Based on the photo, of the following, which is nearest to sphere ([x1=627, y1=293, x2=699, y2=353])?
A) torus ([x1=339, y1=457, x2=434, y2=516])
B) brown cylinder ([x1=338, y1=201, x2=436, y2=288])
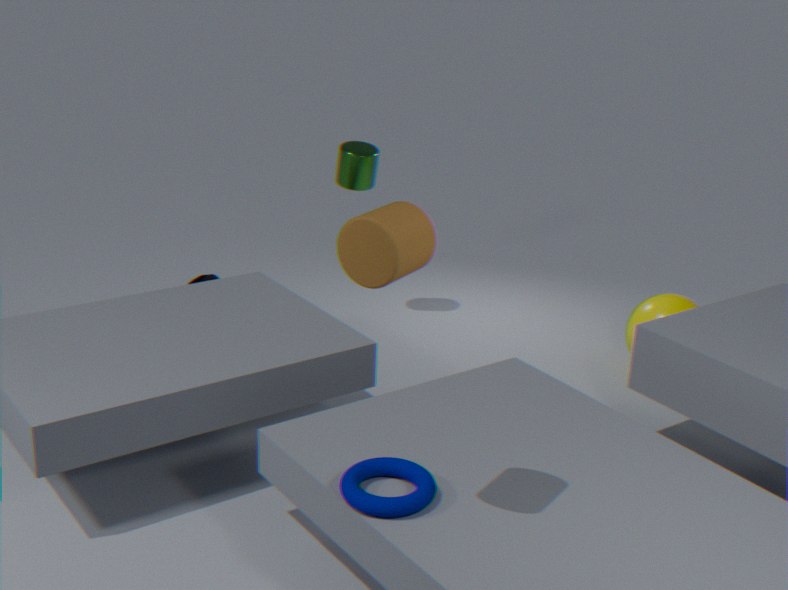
torus ([x1=339, y1=457, x2=434, y2=516])
